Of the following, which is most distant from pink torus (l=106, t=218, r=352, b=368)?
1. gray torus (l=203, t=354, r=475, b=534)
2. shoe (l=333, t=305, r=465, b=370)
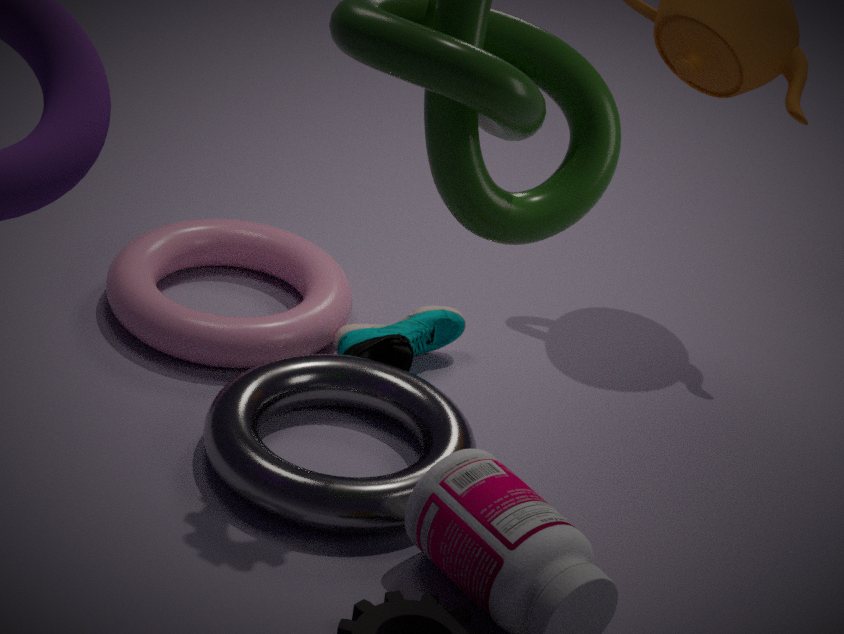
gray torus (l=203, t=354, r=475, b=534)
